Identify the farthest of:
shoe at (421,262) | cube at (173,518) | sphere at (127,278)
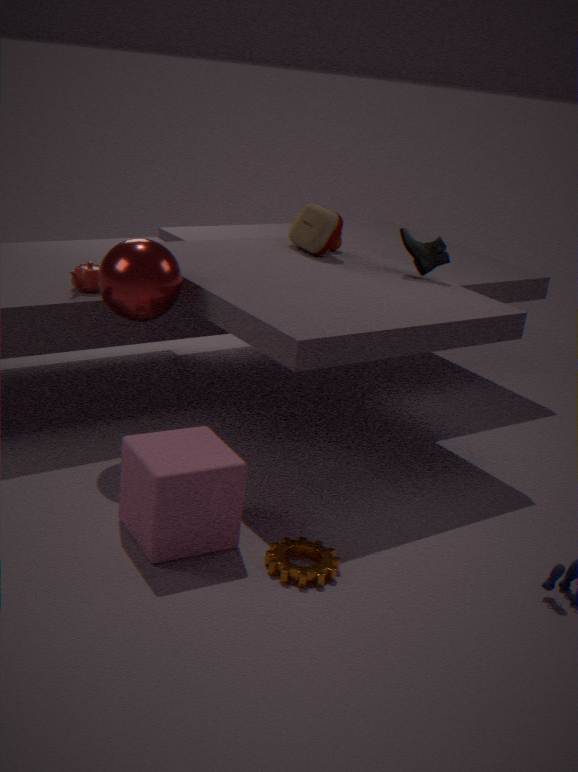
shoe at (421,262)
